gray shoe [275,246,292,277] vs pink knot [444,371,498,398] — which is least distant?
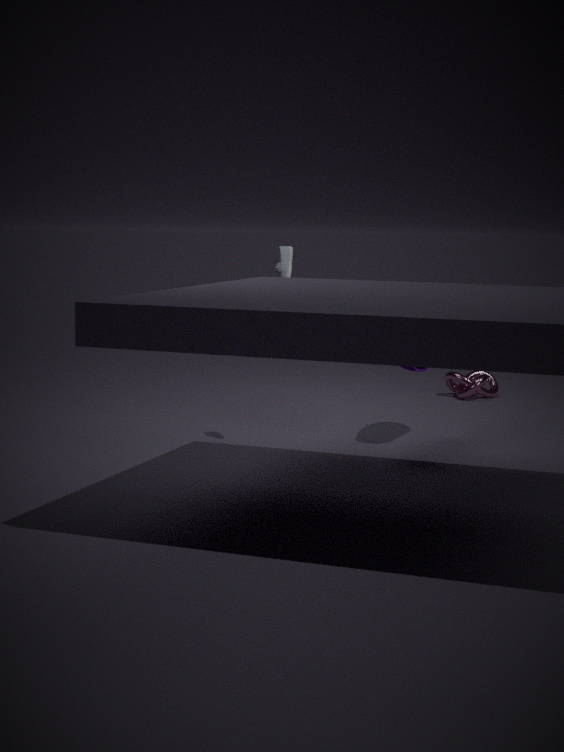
gray shoe [275,246,292,277]
